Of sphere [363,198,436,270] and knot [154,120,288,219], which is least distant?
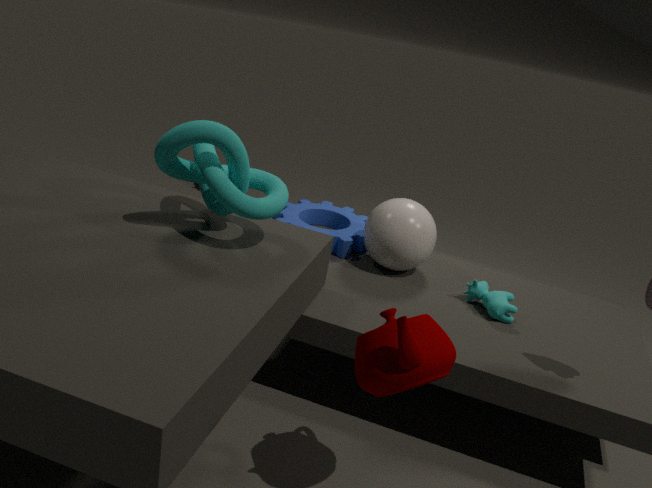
knot [154,120,288,219]
